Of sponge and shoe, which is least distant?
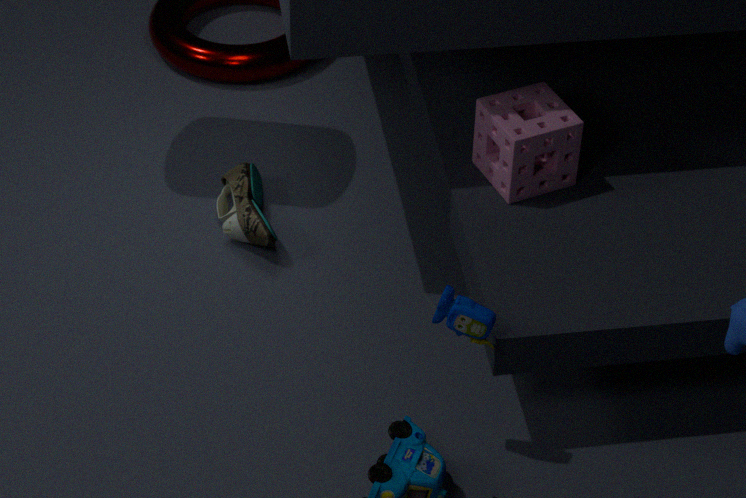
sponge
